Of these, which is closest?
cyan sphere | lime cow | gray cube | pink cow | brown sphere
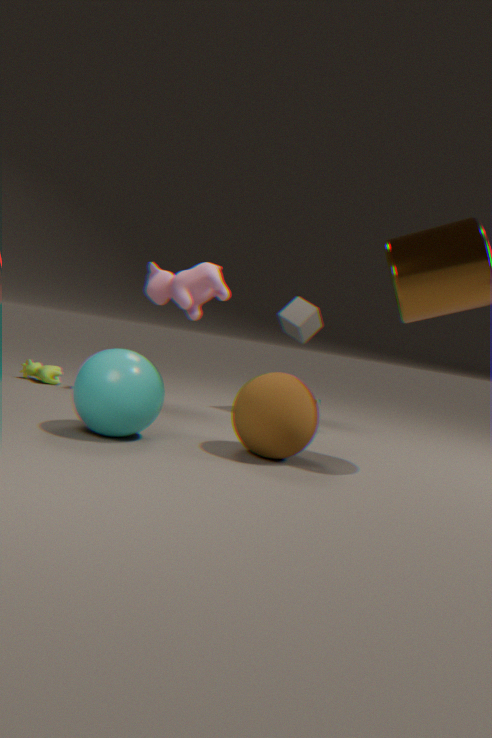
cyan sphere
